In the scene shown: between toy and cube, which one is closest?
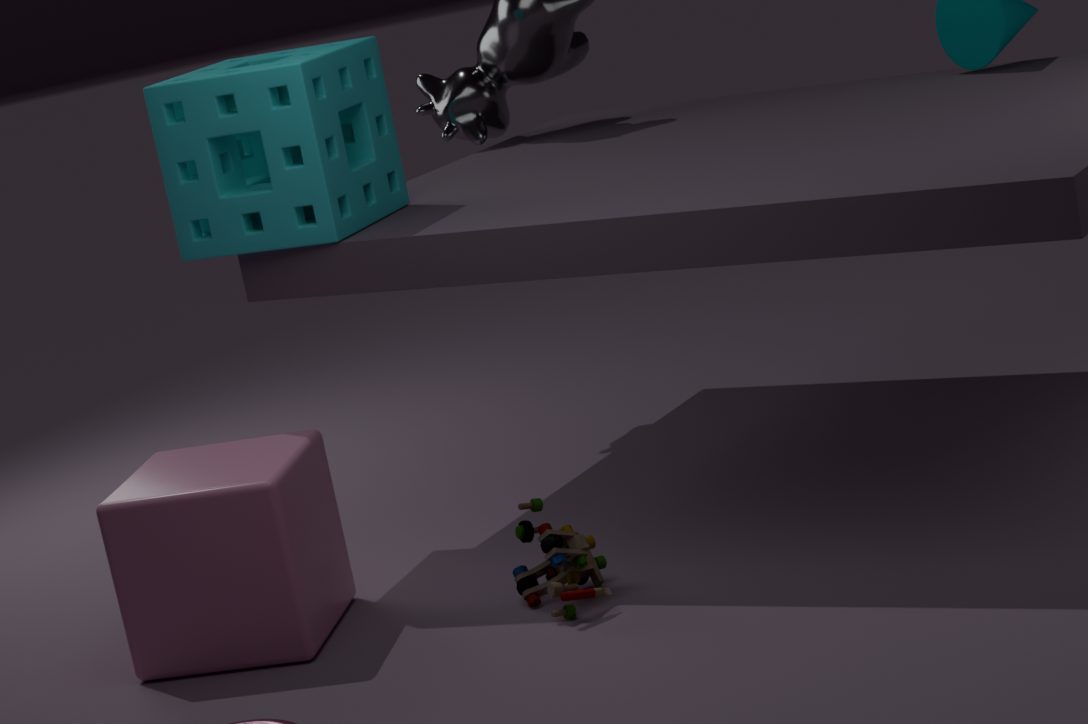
toy
